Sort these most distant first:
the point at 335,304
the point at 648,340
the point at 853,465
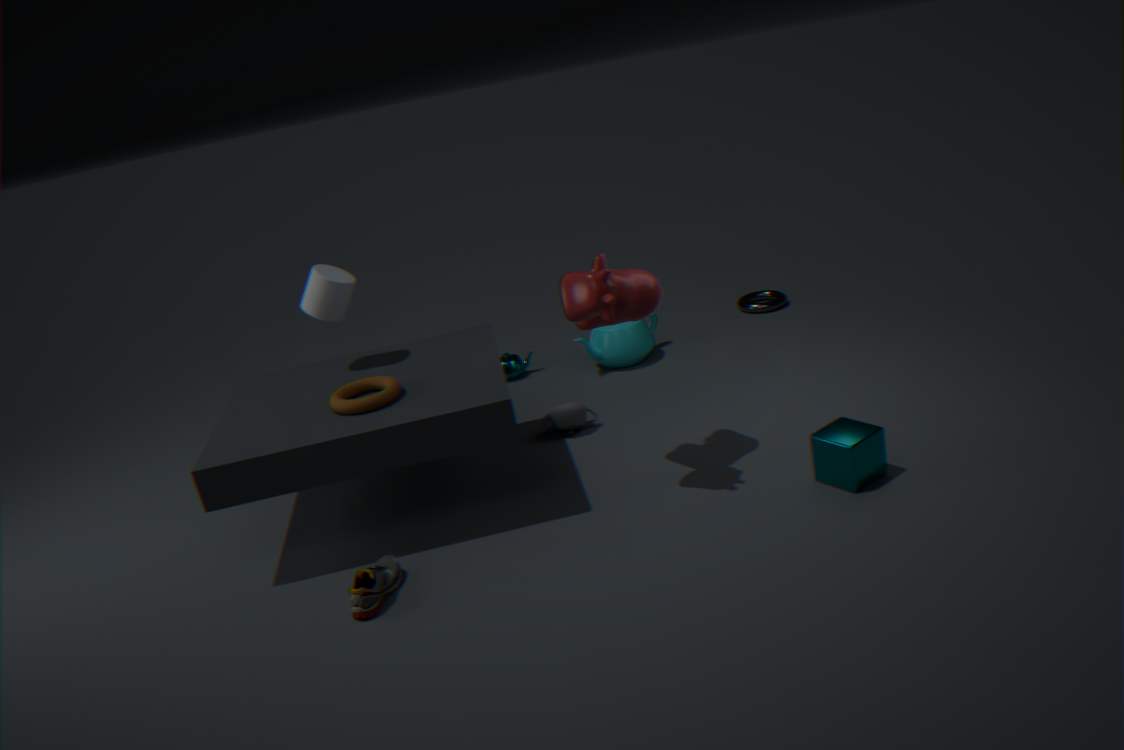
the point at 648,340 → the point at 335,304 → the point at 853,465
